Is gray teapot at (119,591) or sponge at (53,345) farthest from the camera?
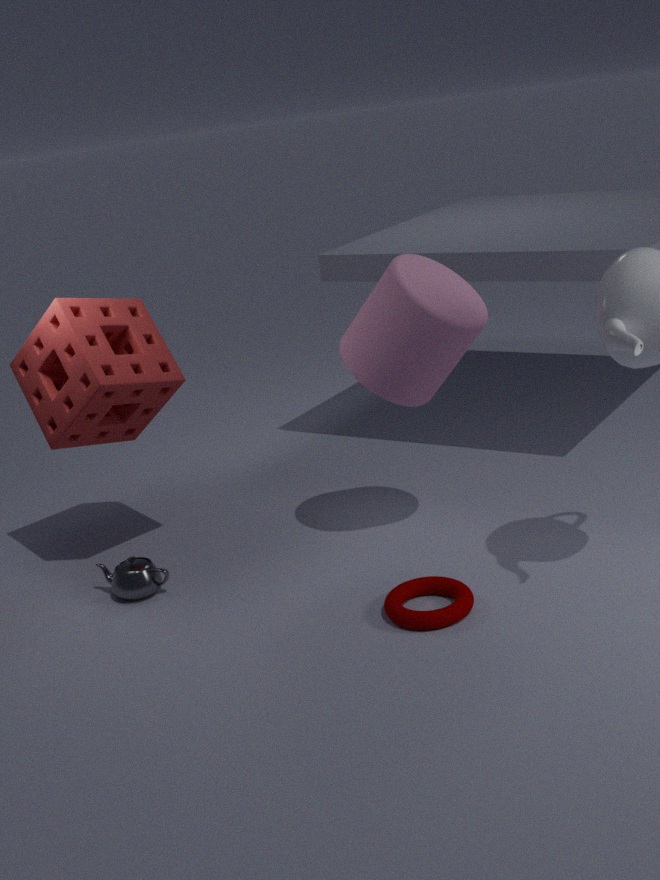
gray teapot at (119,591)
